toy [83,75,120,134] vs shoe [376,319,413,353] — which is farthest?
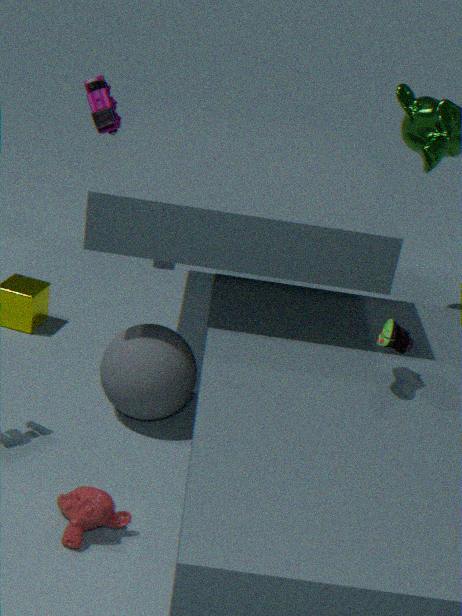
toy [83,75,120,134]
